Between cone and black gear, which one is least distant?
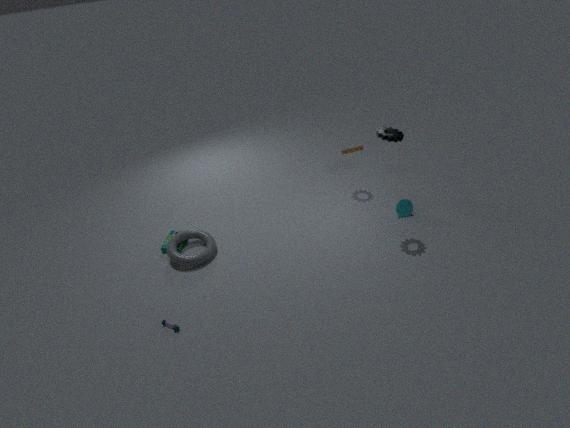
black gear
